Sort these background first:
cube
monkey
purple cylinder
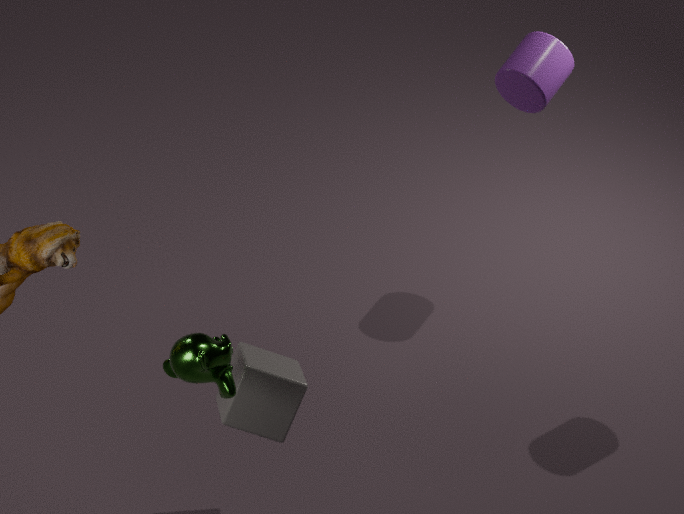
purple cylinder, cube, monkey
